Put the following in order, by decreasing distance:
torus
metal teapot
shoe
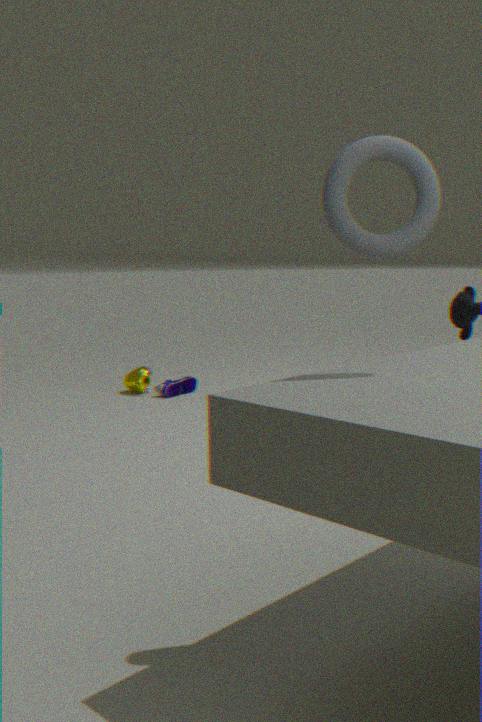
metal teapot → shoe → torus
